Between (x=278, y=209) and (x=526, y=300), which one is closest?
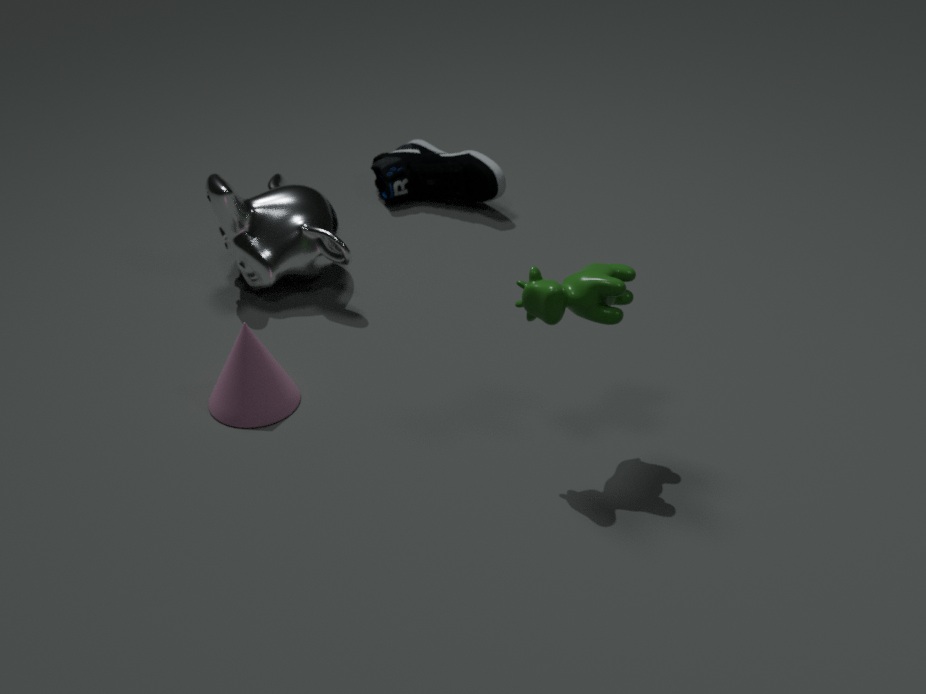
(x=526, y=300)
